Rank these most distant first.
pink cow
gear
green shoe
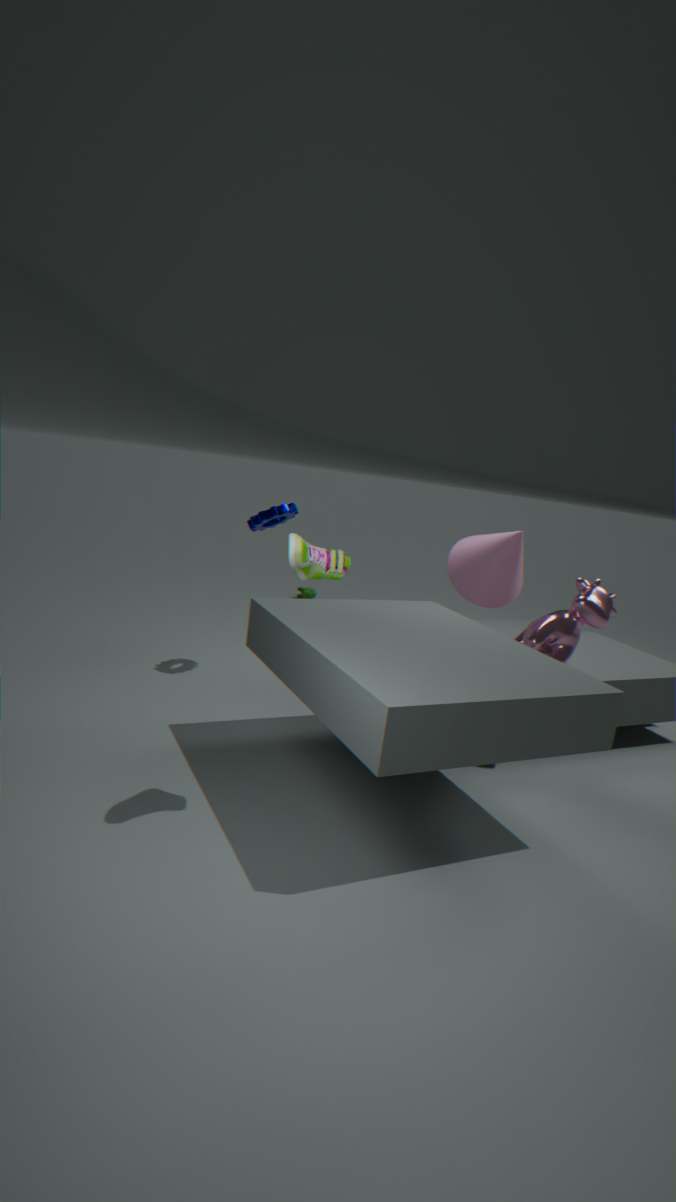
gear
pink cow
green shoe
